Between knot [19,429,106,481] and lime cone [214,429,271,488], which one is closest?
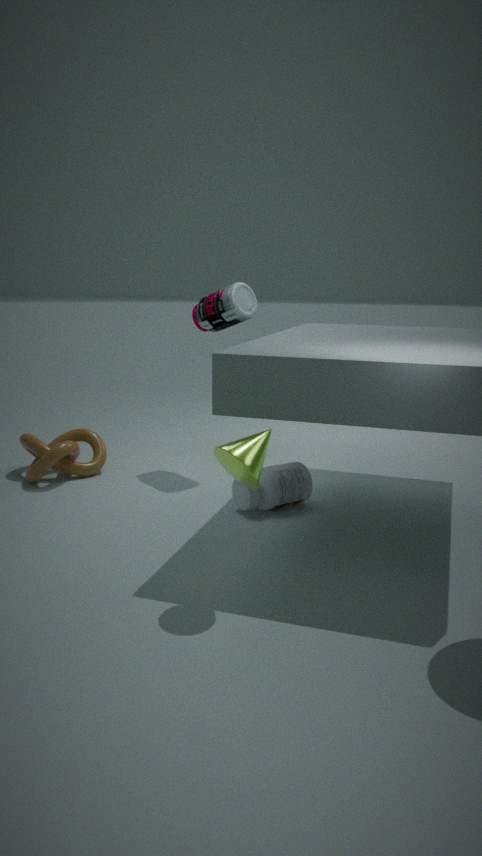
lime cone [214,429,271,488]
